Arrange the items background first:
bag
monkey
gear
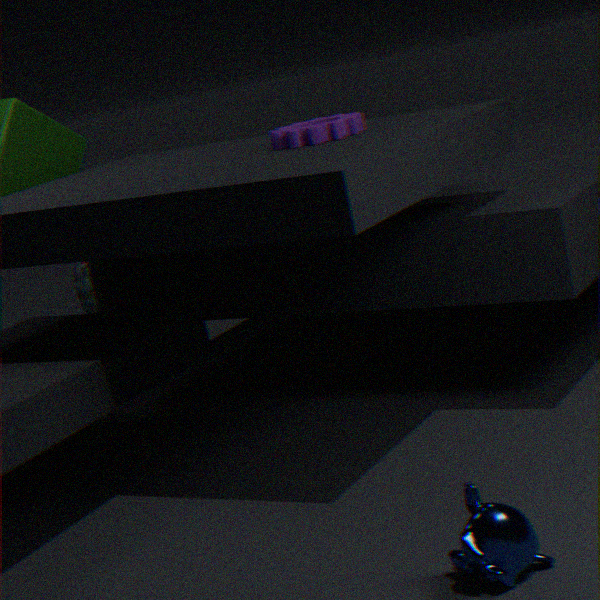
bag < gear < monkey
